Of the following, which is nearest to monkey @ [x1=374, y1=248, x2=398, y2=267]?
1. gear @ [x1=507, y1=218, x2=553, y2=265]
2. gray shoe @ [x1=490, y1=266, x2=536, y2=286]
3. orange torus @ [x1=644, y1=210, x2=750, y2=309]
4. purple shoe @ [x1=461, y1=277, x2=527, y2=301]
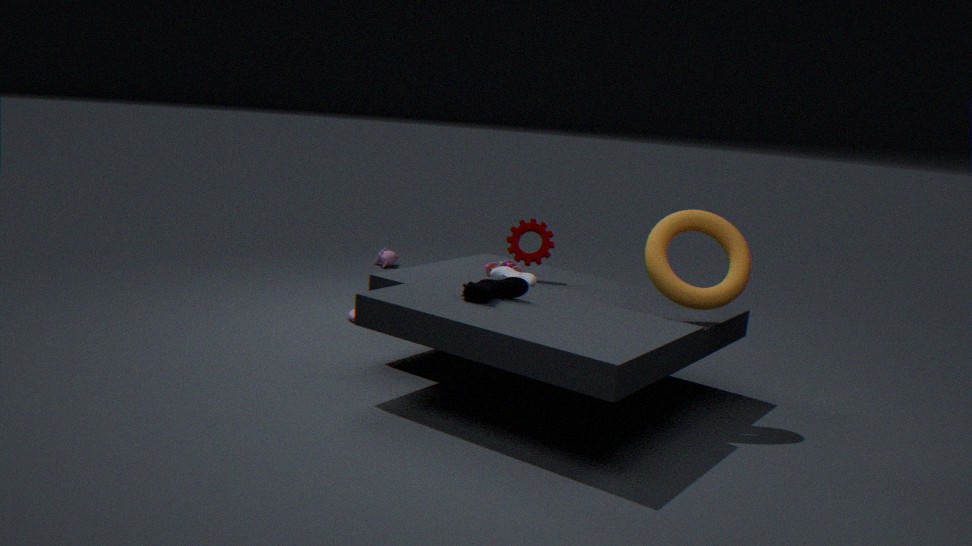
gear @ [x1=507, y1=218, x2=553, y2=265]
